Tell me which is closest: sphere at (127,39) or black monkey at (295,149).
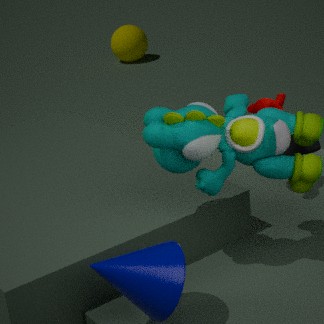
black monkey at (295,149)
